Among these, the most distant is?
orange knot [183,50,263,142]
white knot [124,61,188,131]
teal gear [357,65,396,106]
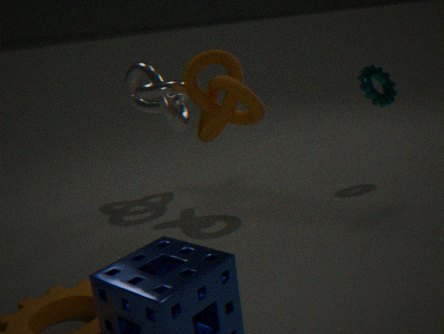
teal gear [357,65,396,106]
